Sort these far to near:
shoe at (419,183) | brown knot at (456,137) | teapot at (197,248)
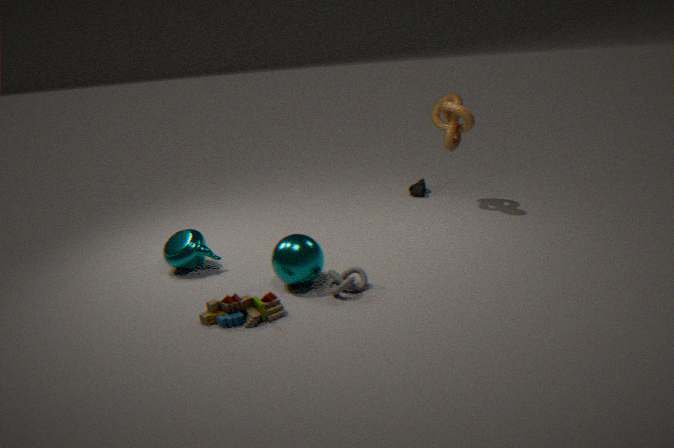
1. shoe at (419,183)
2. brown knot at (456,137)
3. teapot at (197,248)
